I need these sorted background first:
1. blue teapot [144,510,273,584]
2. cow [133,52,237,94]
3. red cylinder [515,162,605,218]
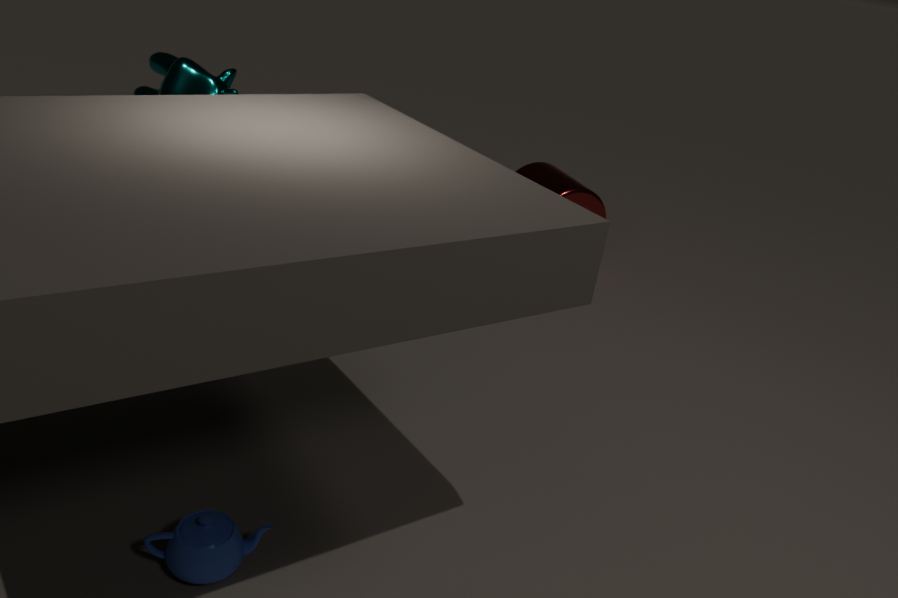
red cylinder [515,162,605,218] < cow [133,52,237,94] < blue teapot [144,510,273,584]
